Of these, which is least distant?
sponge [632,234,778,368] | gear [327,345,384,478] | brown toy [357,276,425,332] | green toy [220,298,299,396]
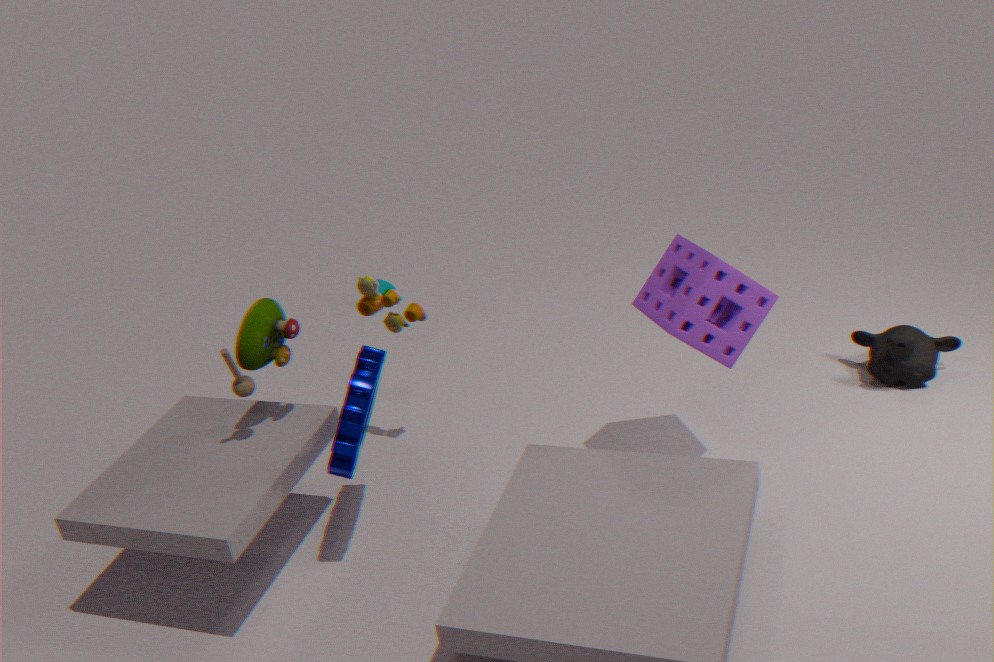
gear [327,345,384,478]
